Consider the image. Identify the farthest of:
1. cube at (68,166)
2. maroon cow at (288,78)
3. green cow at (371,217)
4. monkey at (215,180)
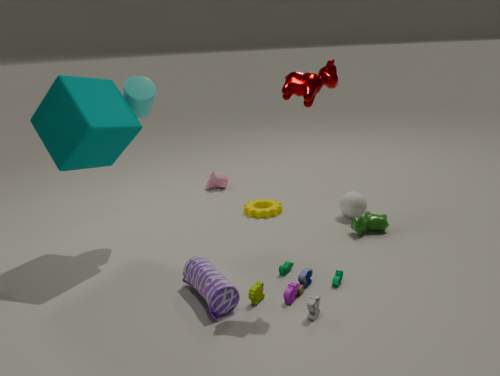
monkey at (215,180)
